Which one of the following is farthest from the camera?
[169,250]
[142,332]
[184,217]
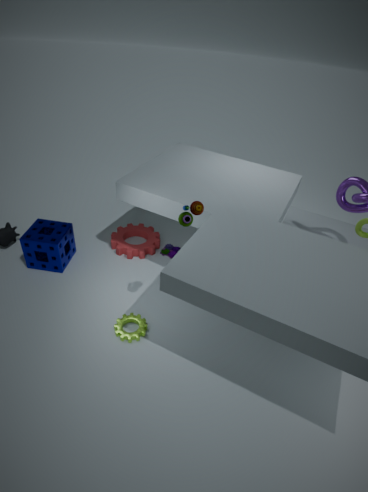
[169,250]
